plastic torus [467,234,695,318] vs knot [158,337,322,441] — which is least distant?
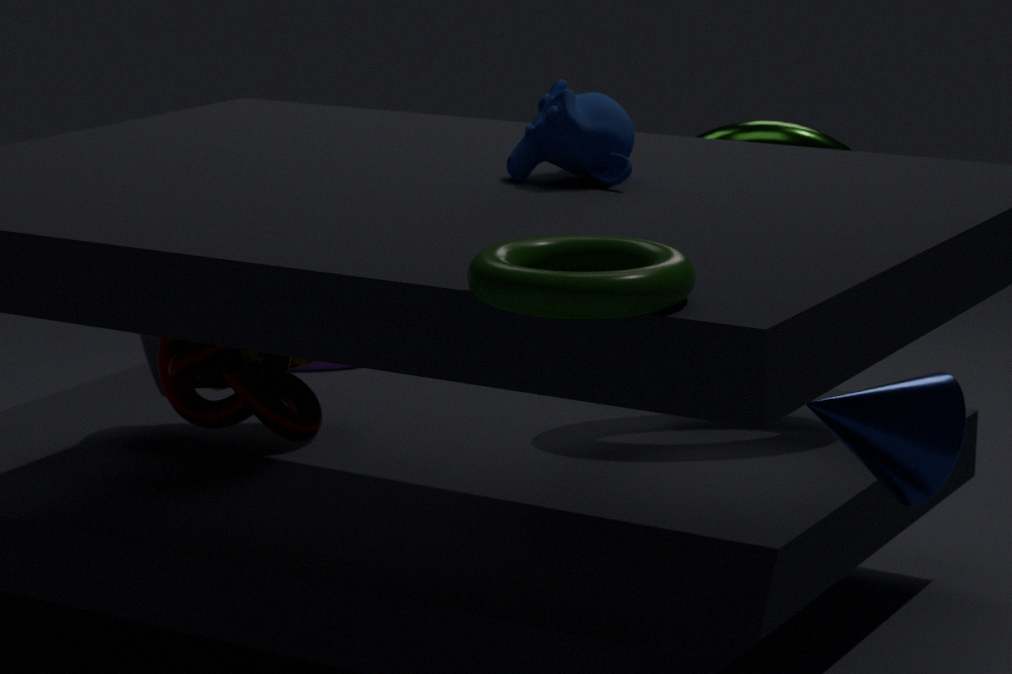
plastic torus [467,234,695,318]
